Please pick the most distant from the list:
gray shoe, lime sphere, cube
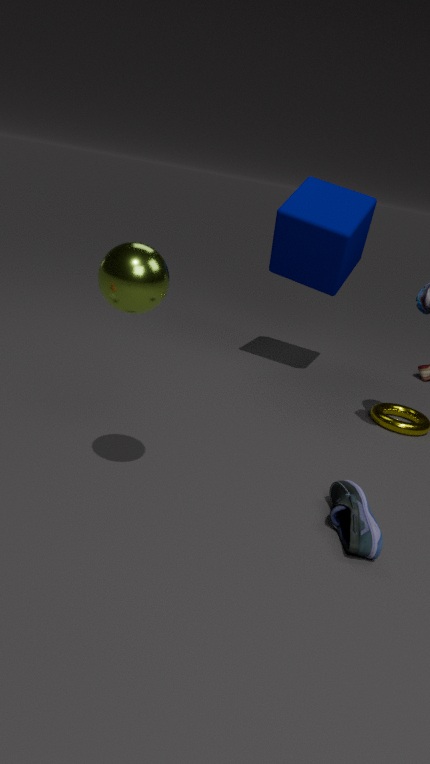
cube
